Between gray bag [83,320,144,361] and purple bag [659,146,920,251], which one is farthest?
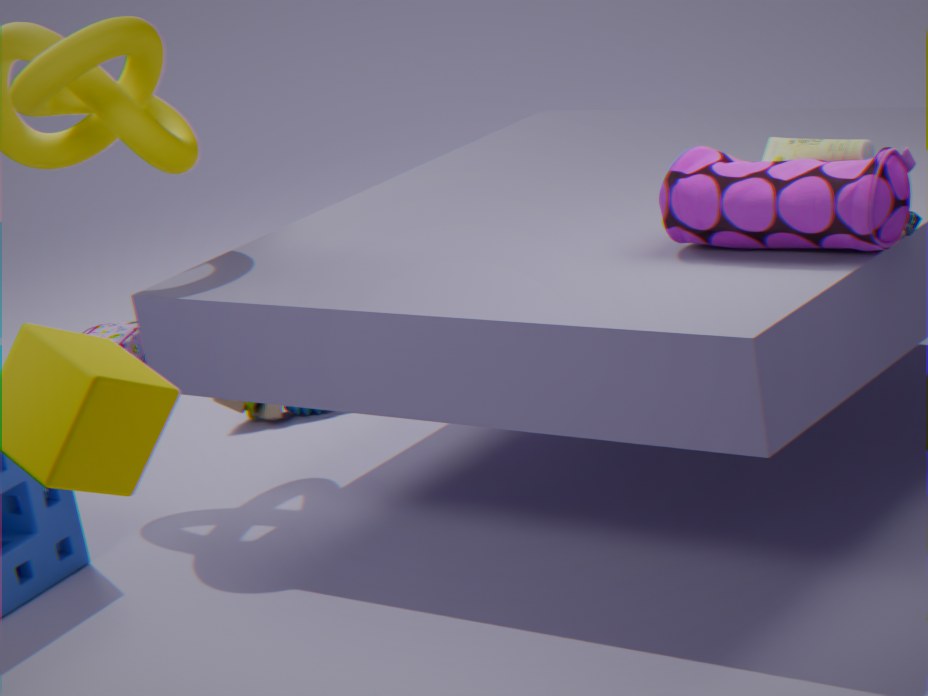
gray bag [83,320,144,361]
